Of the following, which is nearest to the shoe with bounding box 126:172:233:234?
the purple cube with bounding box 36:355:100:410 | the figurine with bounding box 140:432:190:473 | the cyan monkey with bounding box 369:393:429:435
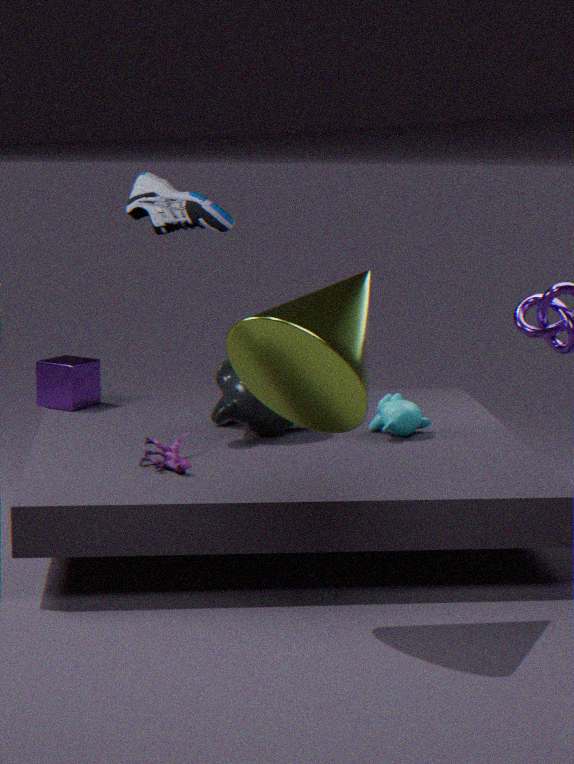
the purple cube with bounding box 36:355:100:410
